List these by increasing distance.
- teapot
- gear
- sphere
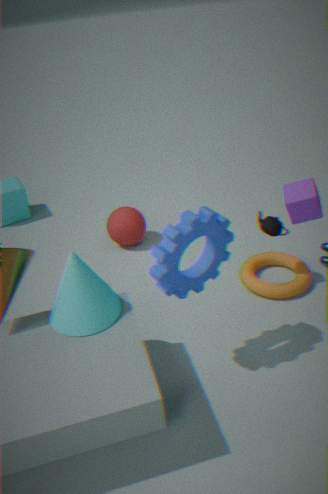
gear < teapot < sphere
